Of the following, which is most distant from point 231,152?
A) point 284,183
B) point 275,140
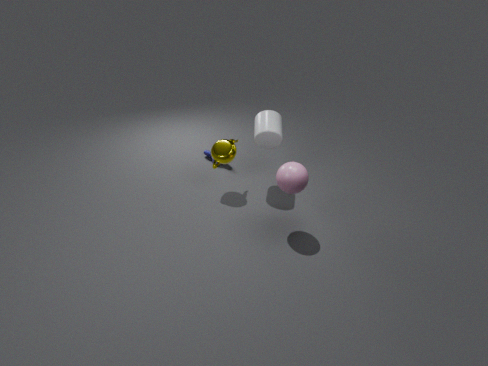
point 284,183
